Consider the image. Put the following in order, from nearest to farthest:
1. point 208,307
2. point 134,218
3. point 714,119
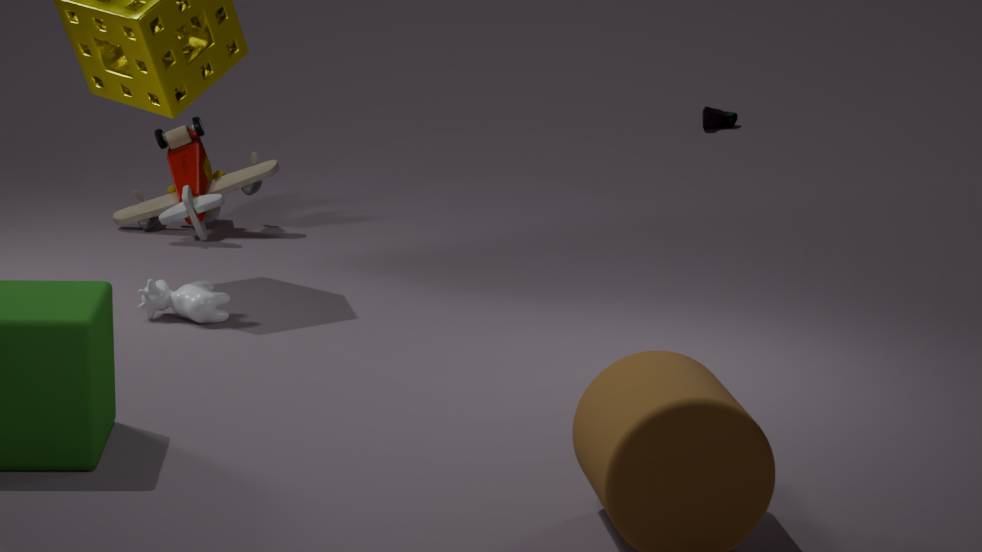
point 208,307
point 134,218
point 714,119
